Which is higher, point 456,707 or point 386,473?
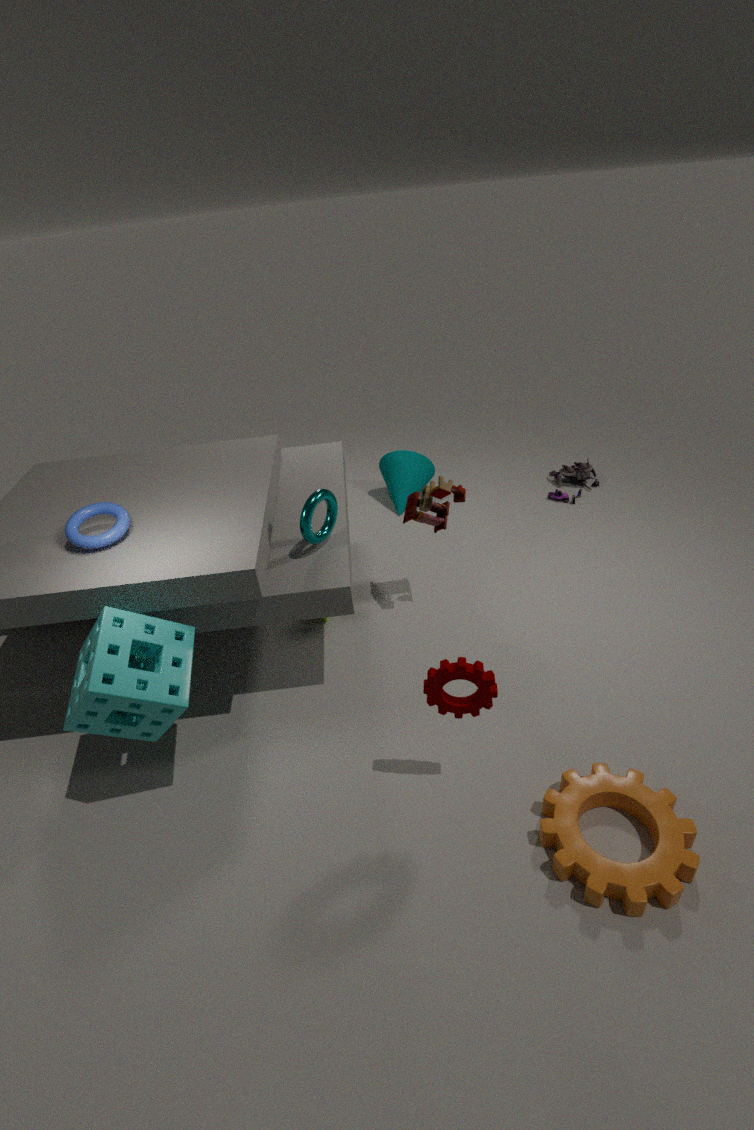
point 456,707
